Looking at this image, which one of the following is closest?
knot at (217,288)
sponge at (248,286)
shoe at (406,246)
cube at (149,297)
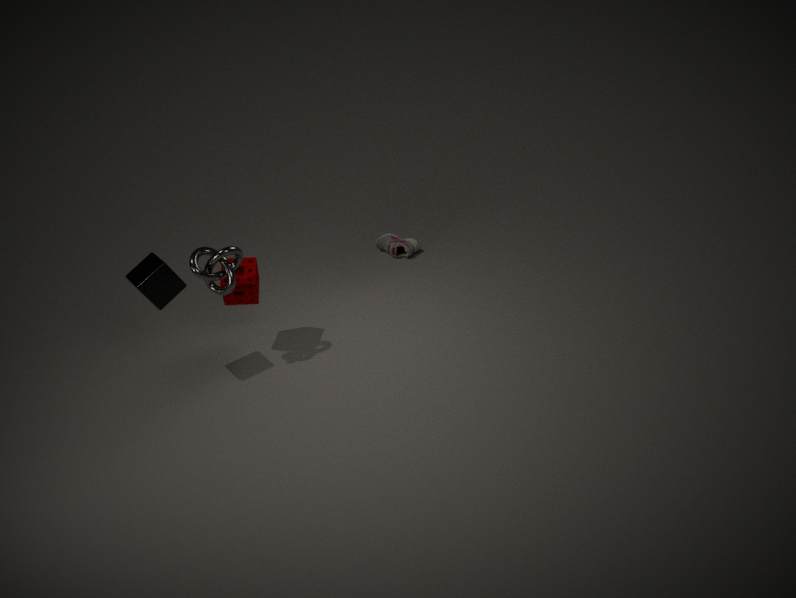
cube at (149,297)
